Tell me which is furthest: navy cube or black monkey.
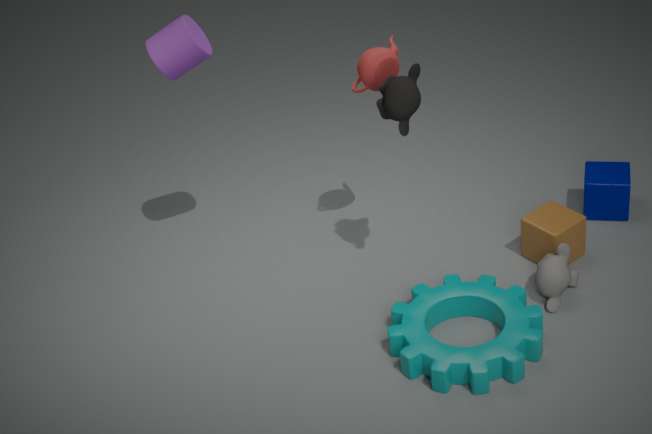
navy cube
